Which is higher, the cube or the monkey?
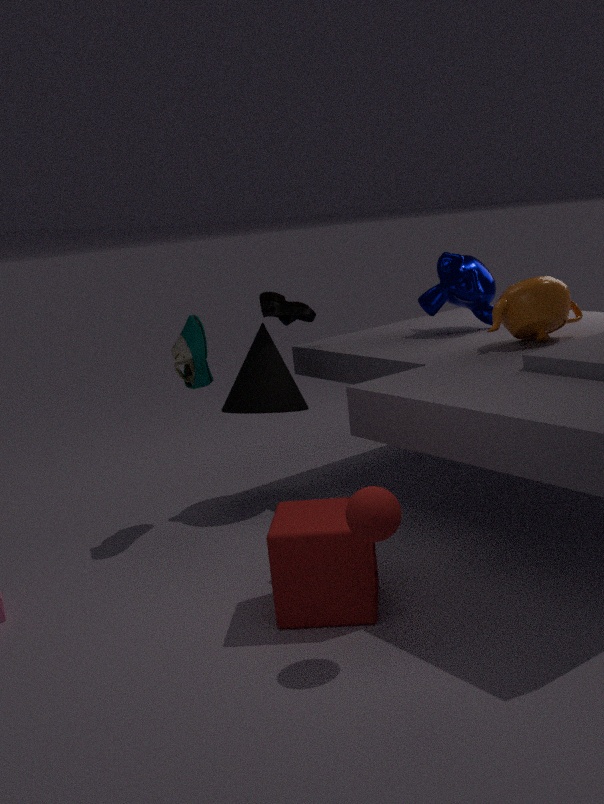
the monkey
